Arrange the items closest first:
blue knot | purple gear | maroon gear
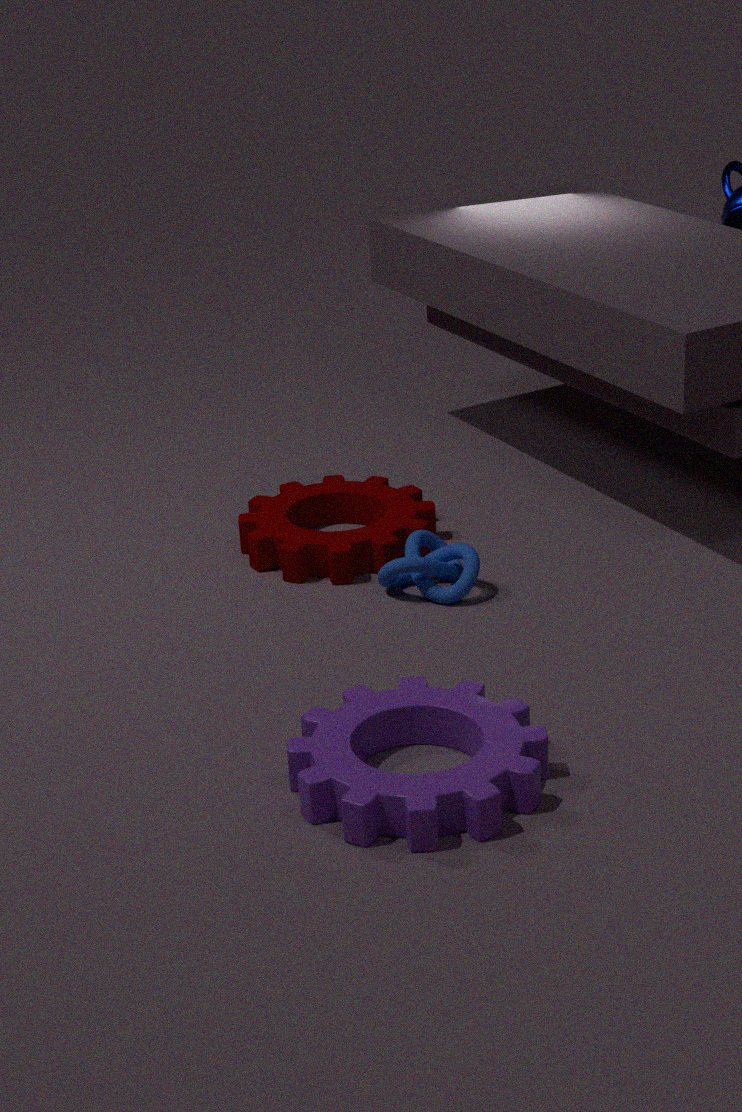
1. purple gear
2. blue knot
3. maroon gear
